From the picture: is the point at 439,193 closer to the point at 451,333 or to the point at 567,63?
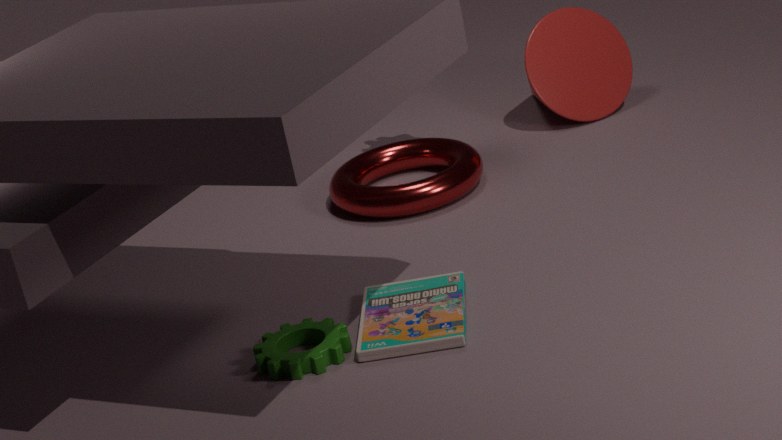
the point at 567,63
